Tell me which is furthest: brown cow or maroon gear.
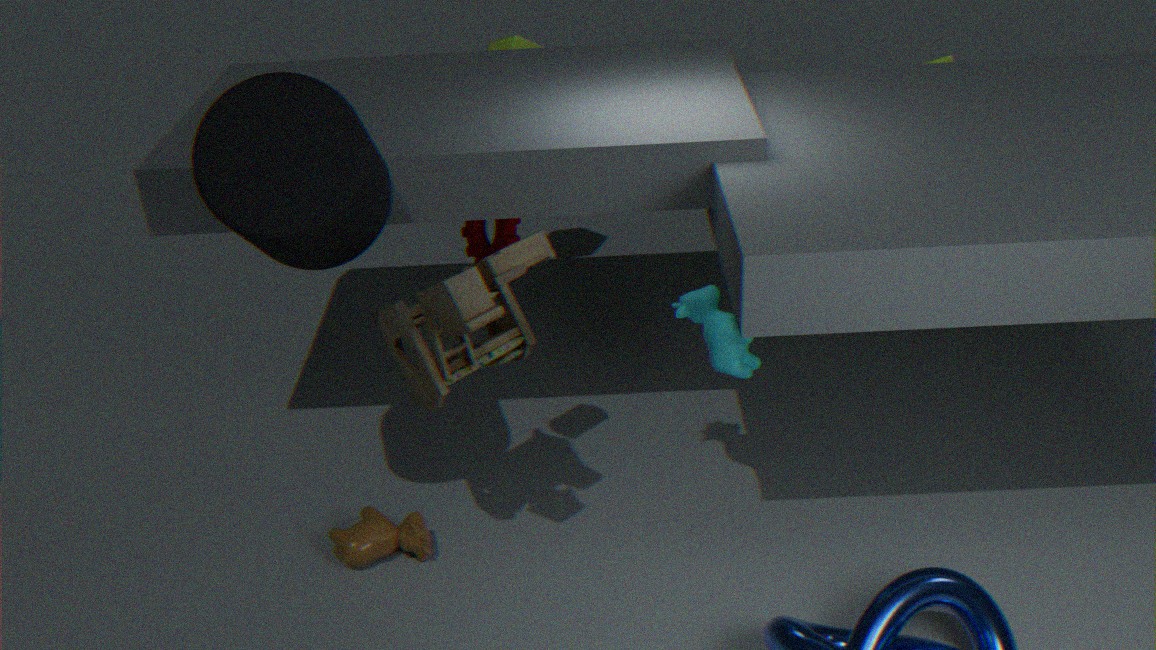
maroon gear
